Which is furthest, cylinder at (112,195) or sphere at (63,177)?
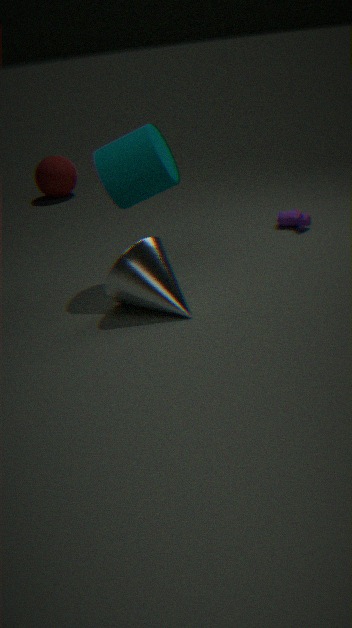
sphere at (63,177)
